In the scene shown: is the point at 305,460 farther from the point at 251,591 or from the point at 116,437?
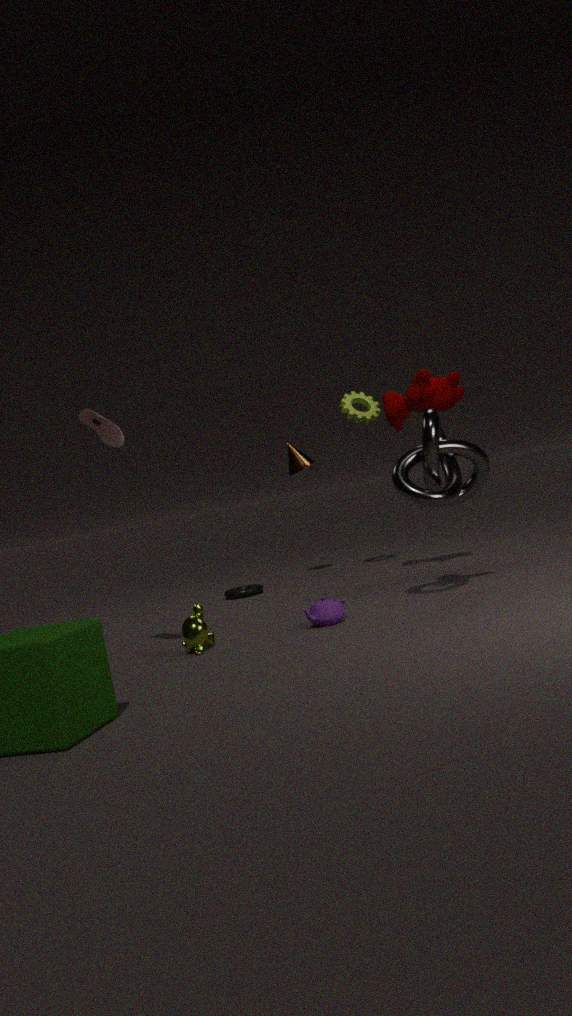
the point at 116,437
